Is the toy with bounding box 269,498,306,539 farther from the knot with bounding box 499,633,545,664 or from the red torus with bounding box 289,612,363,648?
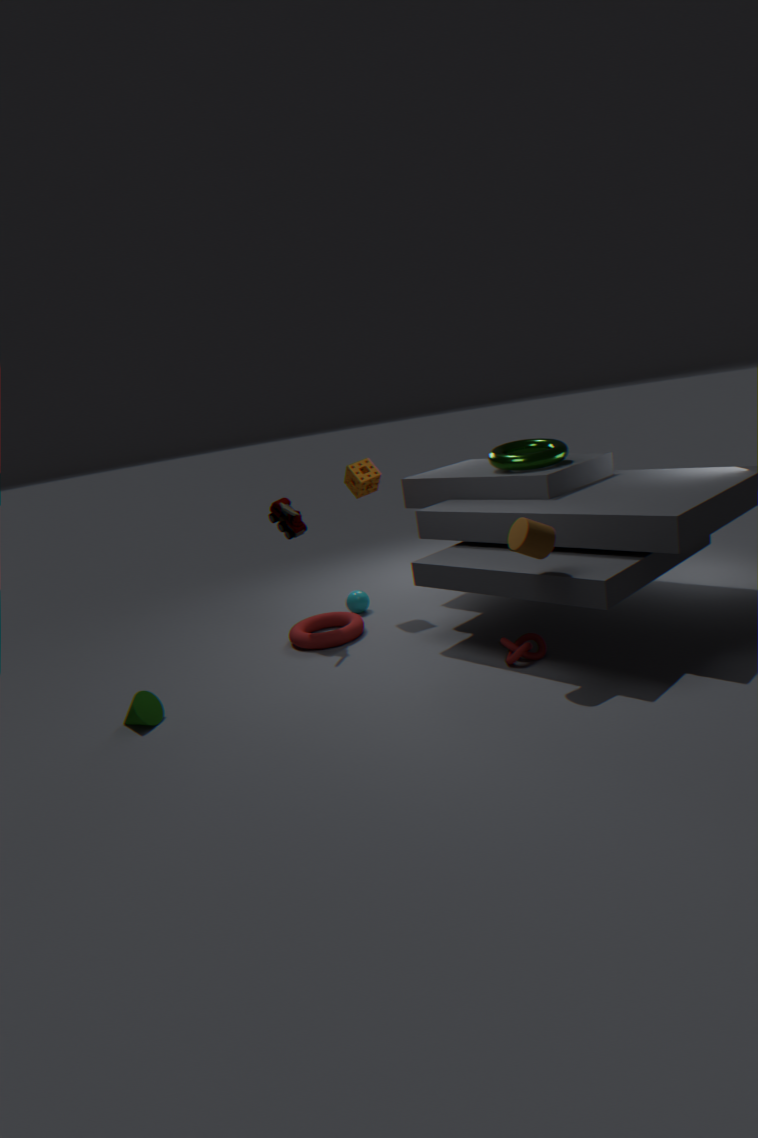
the knot with bounding box 499,633,545,664
